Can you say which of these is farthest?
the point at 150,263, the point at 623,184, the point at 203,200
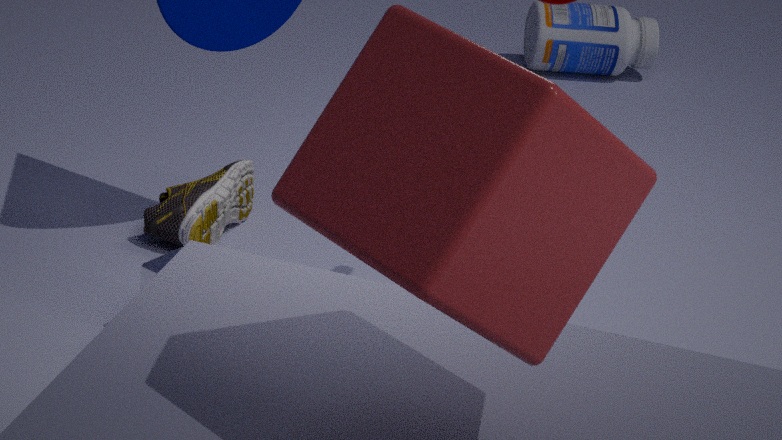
the point at 203,200
